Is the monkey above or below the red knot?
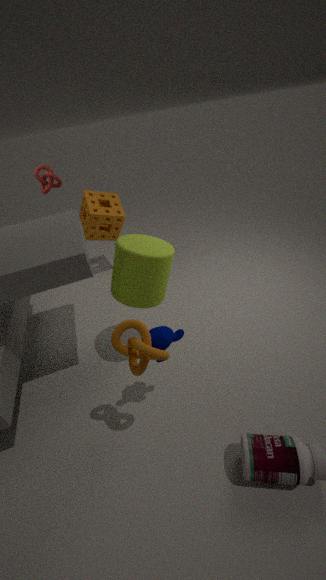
below
